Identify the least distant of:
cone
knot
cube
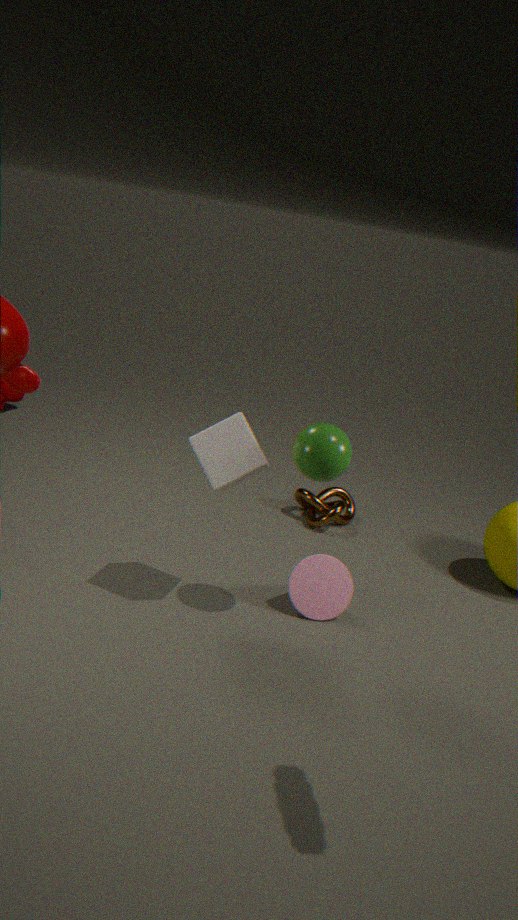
cube
